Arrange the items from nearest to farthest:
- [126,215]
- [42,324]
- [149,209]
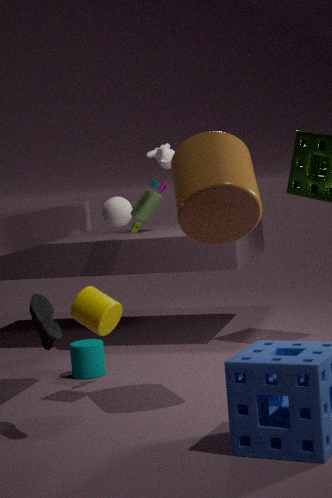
1. [42,324]
2. [149,209]
3. [126,215]
